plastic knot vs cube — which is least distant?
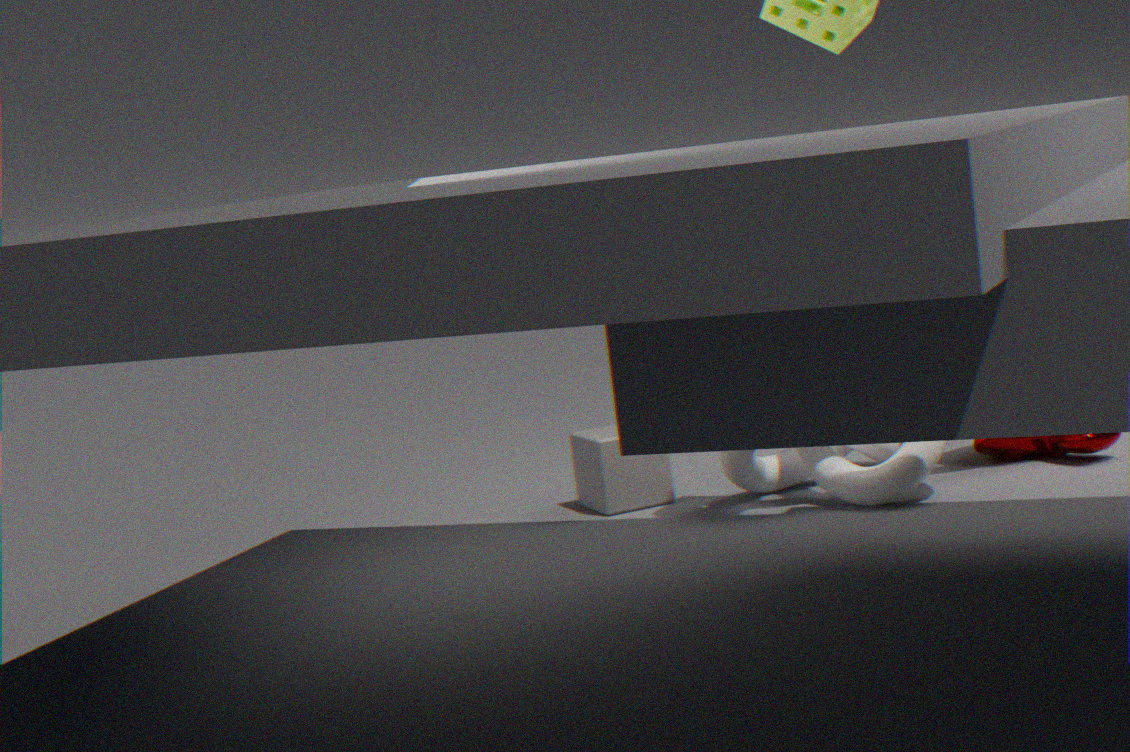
plastic knot
